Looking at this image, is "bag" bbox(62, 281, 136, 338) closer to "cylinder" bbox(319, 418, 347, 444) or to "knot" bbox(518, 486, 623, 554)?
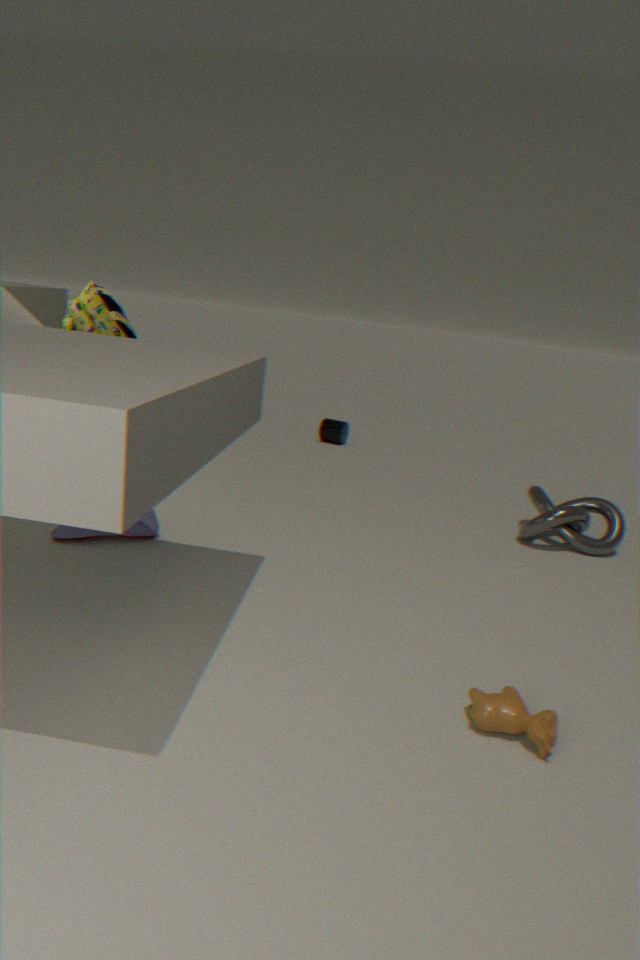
"knot" bbox(518, 486, 623, 554)
